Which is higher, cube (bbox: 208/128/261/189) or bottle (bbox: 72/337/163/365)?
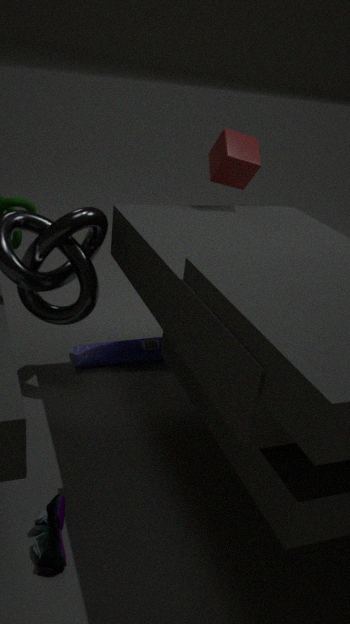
cube (bbox: 208/128/261/189)
